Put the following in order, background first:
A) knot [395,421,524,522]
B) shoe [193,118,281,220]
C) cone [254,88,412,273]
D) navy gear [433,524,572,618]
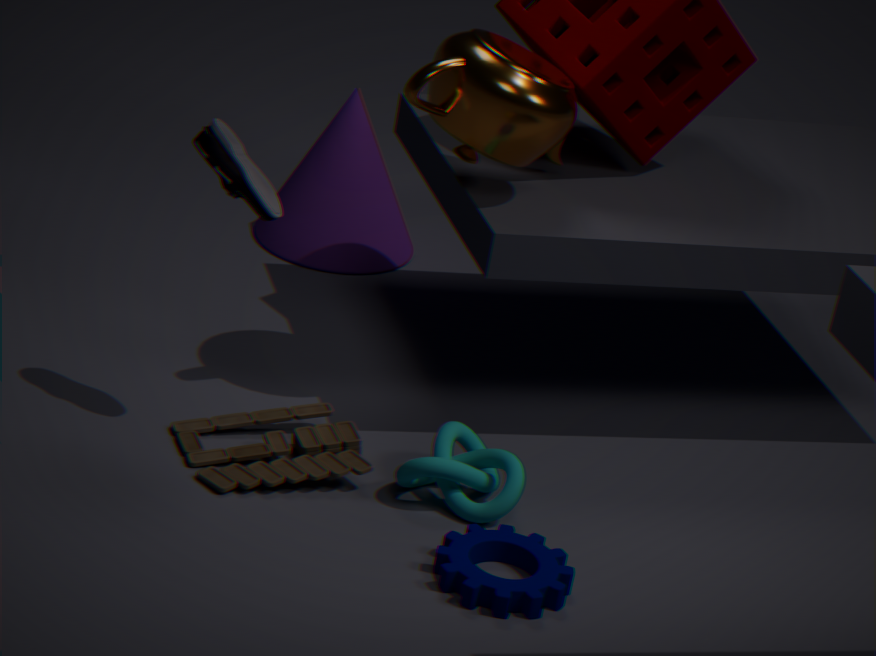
cone [254,88,412,273] → knot [395,421,524,522] → shoe [193,118,281,220] → navy gear [433,524,572,618]
